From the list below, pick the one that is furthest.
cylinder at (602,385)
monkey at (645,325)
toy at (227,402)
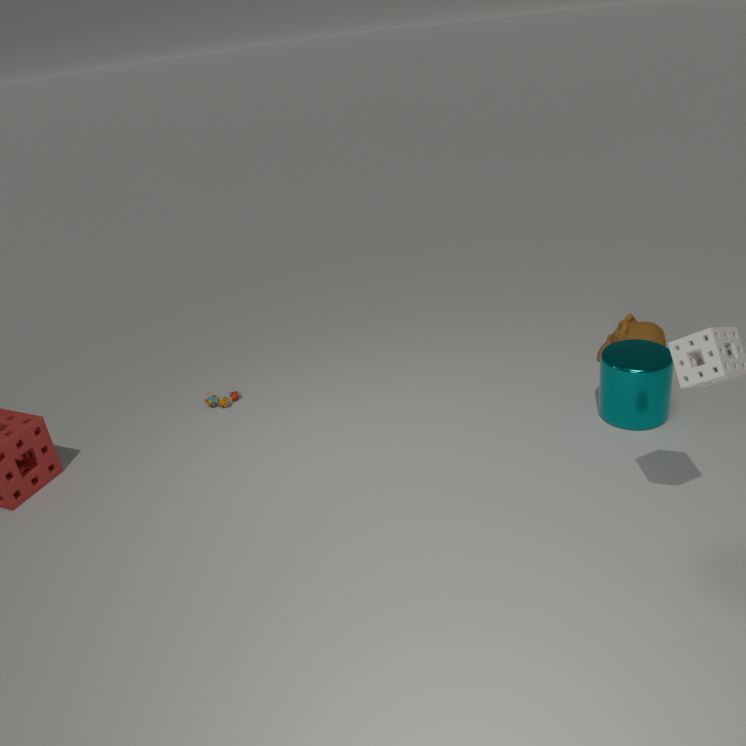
toy at (227,402)
